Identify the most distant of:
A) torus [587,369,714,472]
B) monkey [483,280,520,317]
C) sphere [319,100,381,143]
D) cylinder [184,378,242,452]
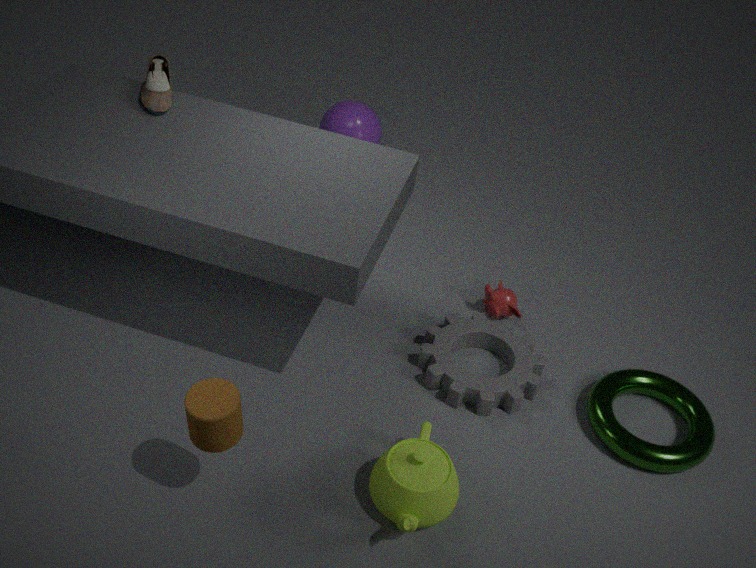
sphere [319,100,381,143]
